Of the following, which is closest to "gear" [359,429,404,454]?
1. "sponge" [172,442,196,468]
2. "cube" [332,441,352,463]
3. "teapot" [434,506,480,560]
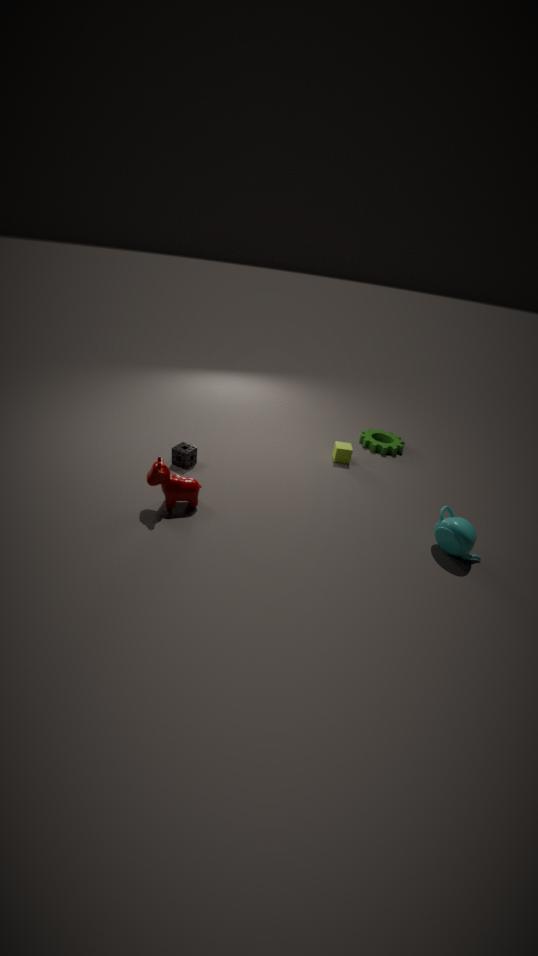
"cube" [332,441,352,463]
